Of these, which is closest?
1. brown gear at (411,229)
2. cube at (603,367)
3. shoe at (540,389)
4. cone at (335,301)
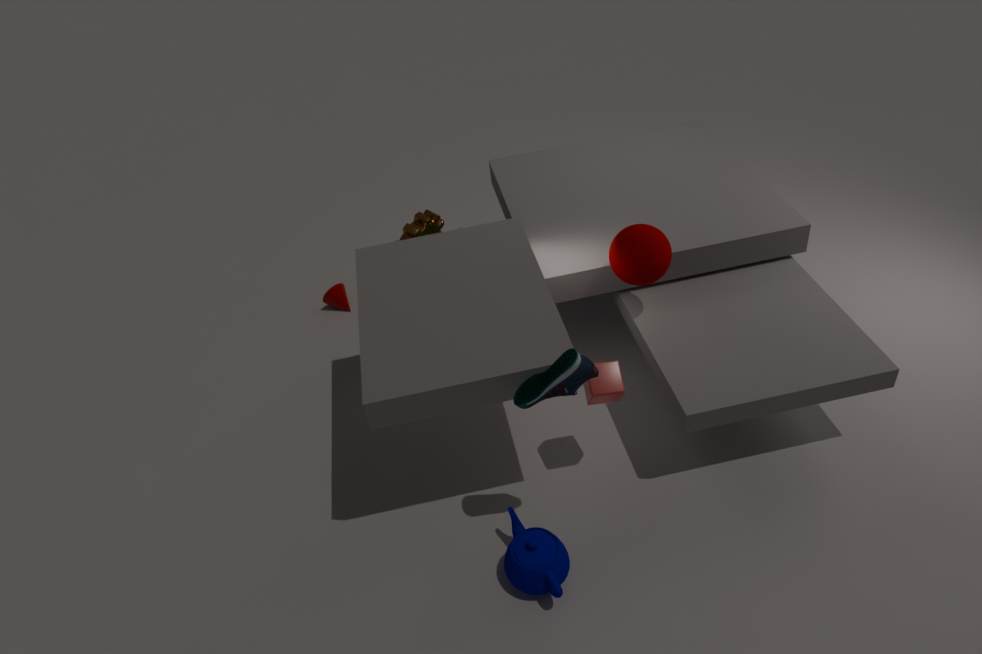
shoe at (540,389)
